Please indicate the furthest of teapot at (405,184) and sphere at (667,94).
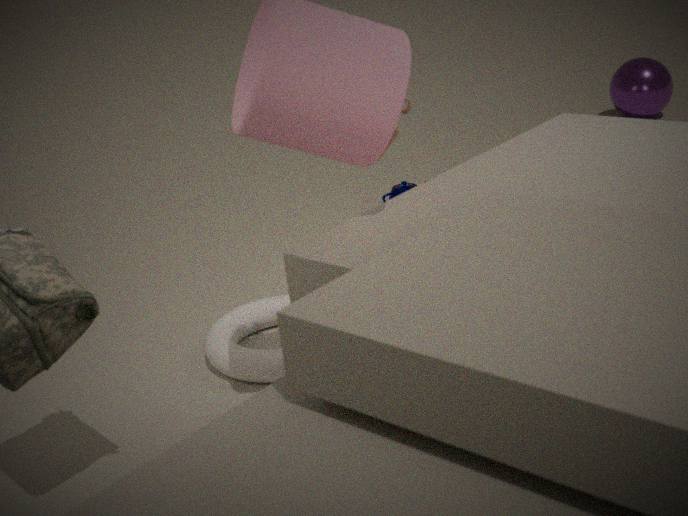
sphere at (667,94)
